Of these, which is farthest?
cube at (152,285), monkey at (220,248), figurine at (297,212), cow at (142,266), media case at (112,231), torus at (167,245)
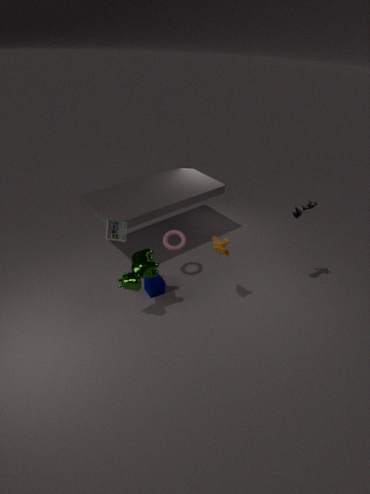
torus at (167,245)
